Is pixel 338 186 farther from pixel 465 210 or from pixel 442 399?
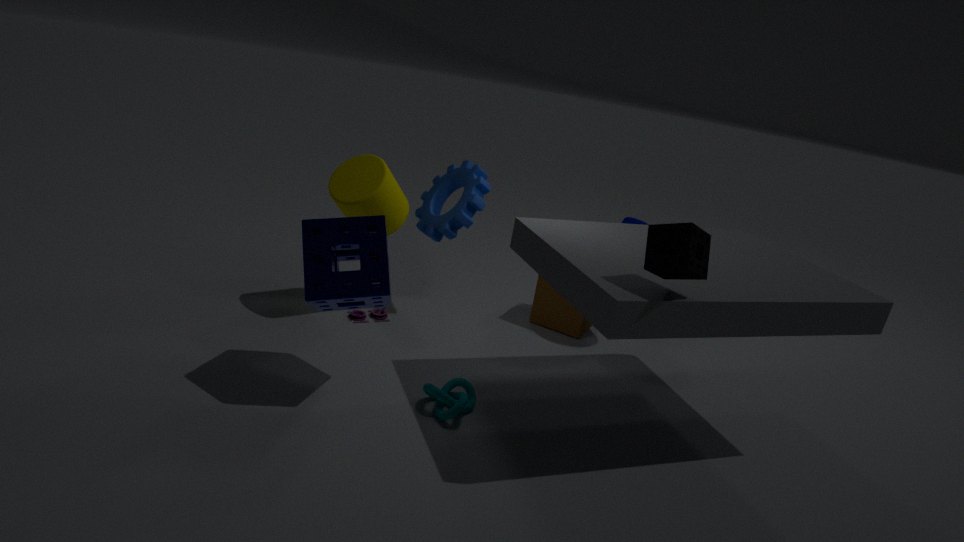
pixel 442 399
